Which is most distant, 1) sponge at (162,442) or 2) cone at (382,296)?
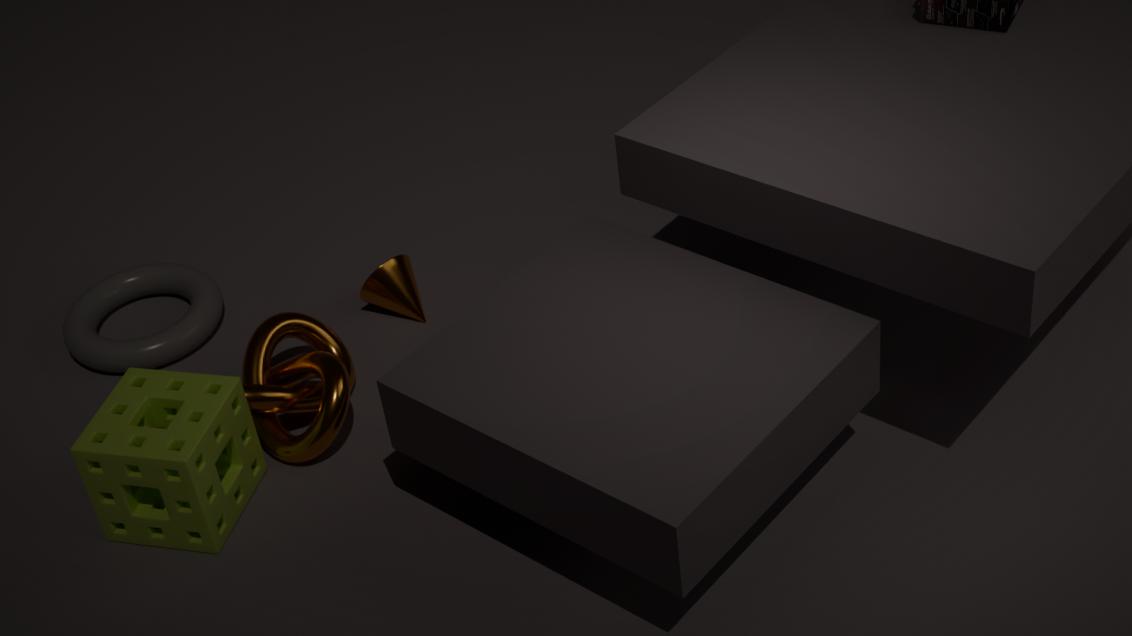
2. cone at (382,296)
